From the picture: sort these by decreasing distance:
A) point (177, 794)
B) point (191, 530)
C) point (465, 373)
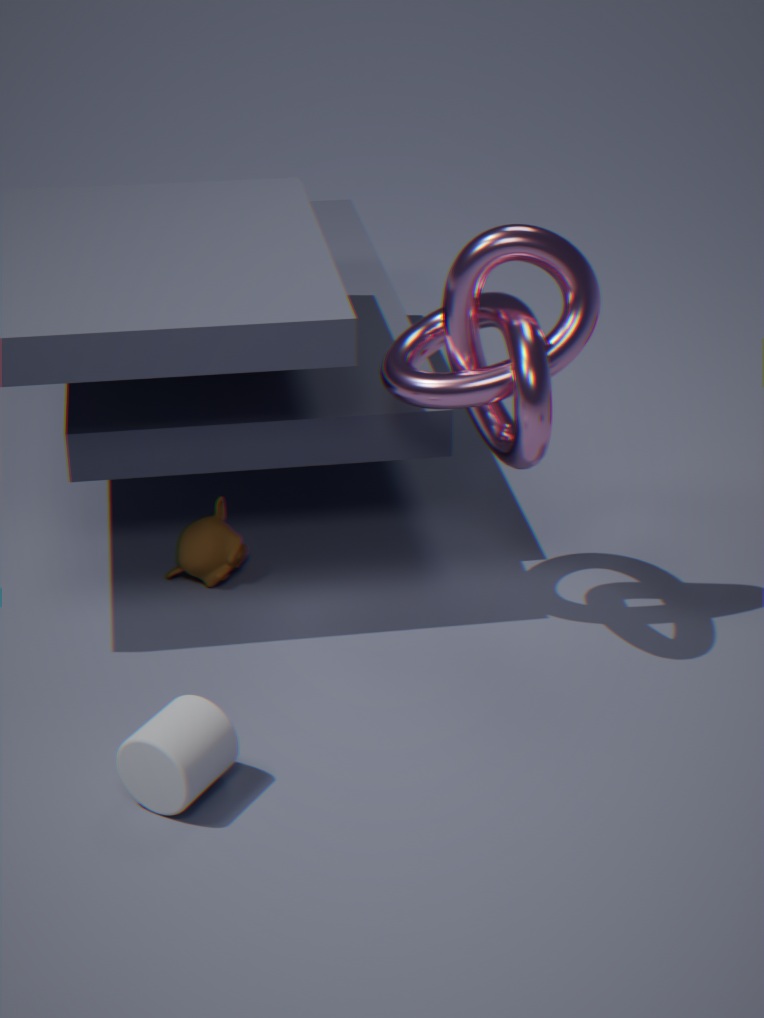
point (191, 530) < point (465, 373) < point (177, 794)
